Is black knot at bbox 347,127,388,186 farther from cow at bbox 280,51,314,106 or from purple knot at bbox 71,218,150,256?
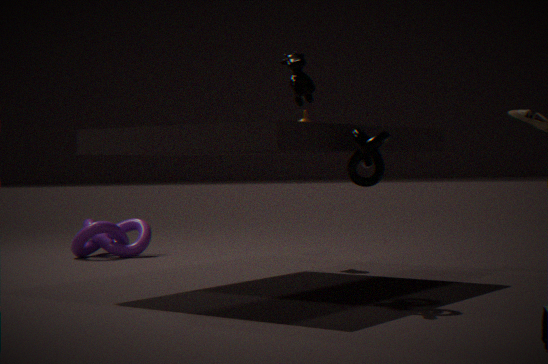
purple knot at bbox 71,218,150,256
